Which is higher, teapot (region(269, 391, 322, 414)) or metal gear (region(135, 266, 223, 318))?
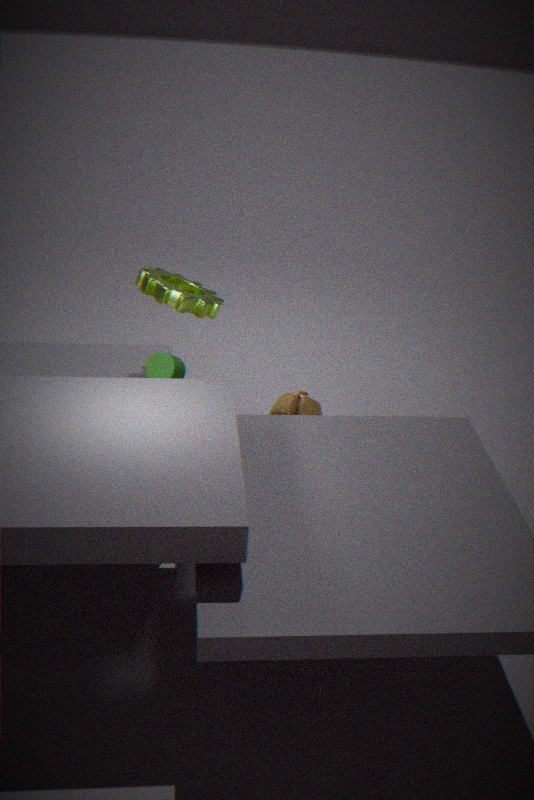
metal gear (region(135, 266, 223, 318))
